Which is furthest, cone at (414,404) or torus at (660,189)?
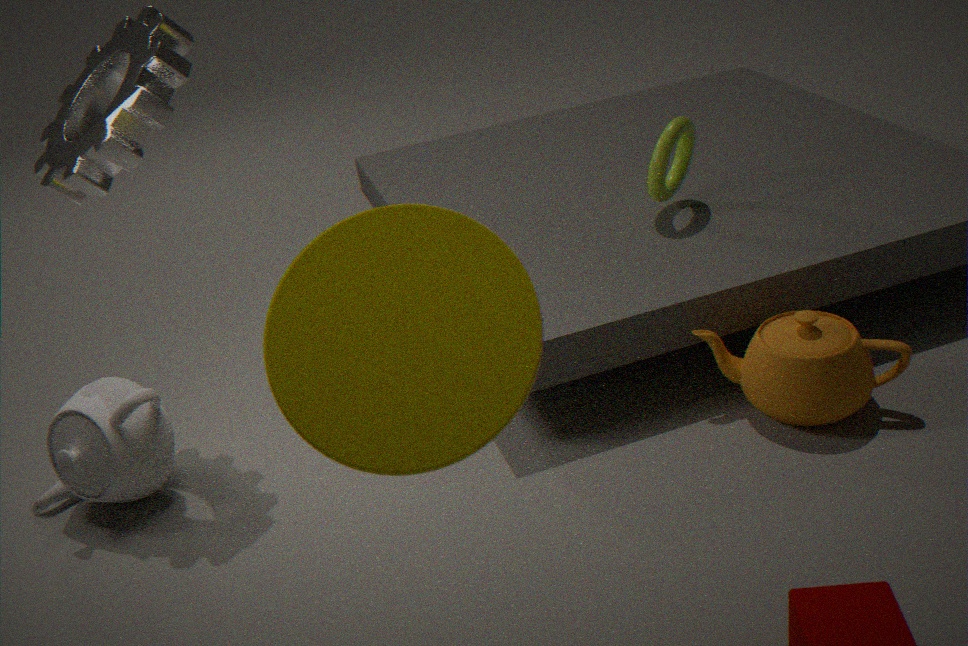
torus at (660,189)
